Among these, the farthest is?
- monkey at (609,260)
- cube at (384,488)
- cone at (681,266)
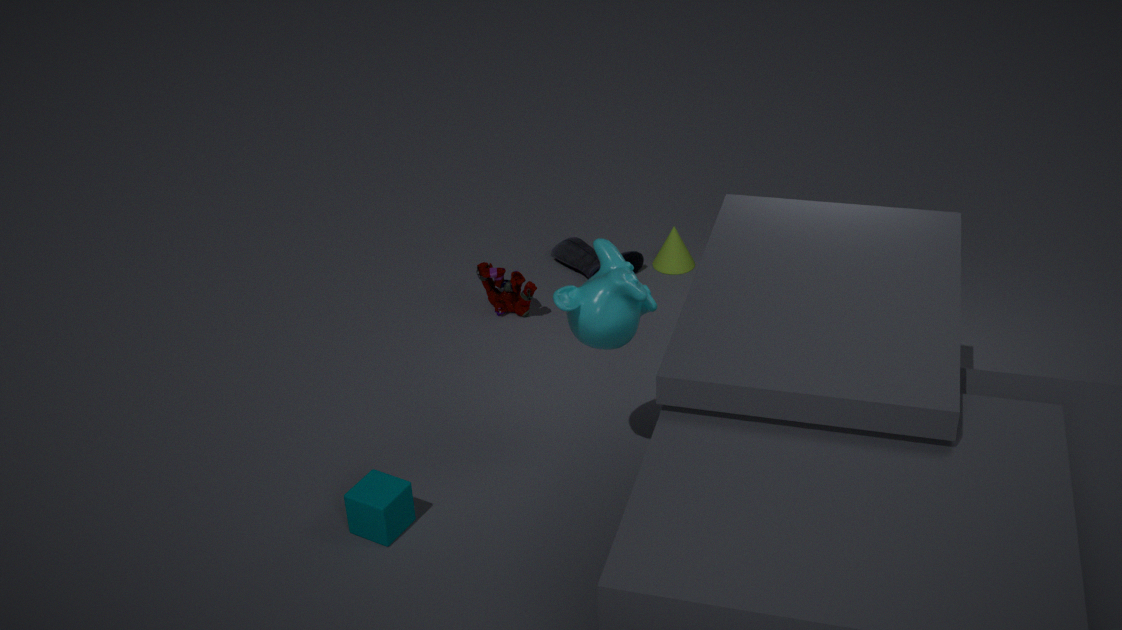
cone at (681,266)
